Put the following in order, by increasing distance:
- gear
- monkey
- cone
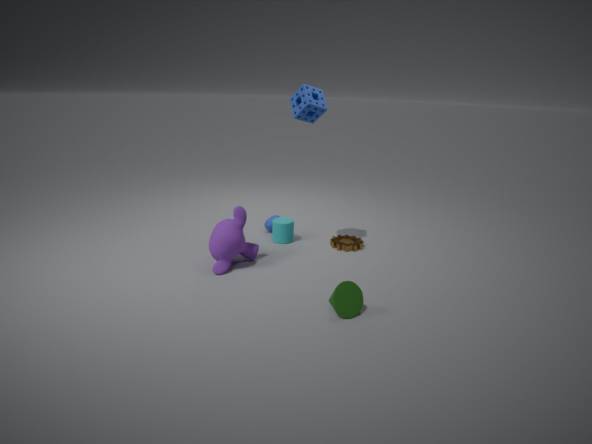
cone
monkey
gear
